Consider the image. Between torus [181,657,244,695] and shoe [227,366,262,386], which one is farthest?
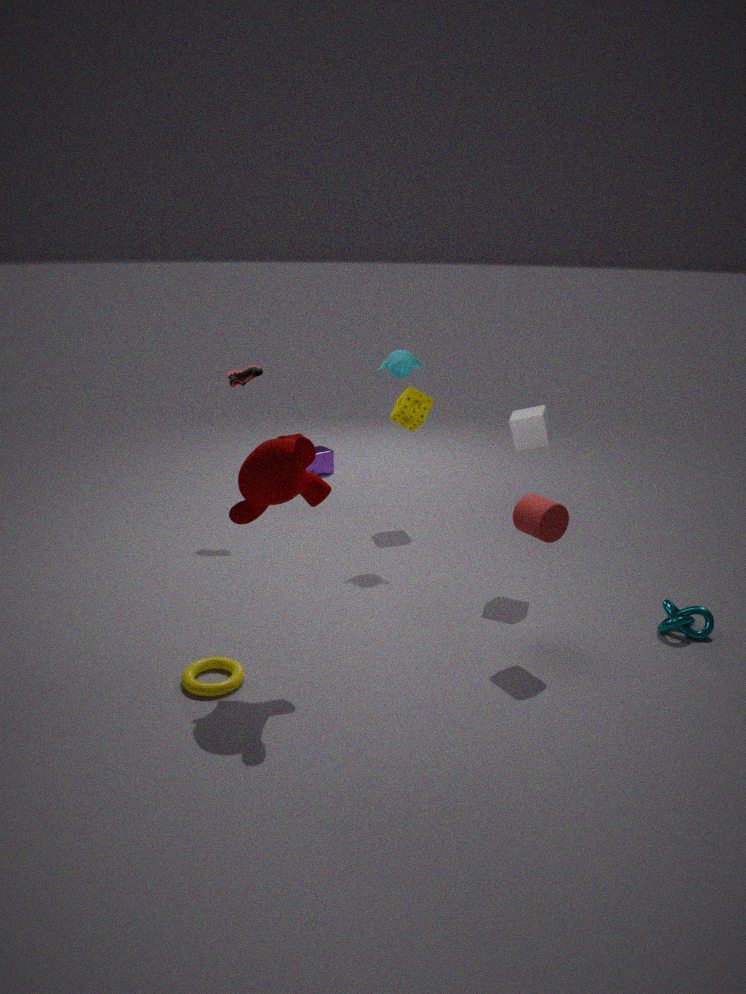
shoe [227,366,262,386]
